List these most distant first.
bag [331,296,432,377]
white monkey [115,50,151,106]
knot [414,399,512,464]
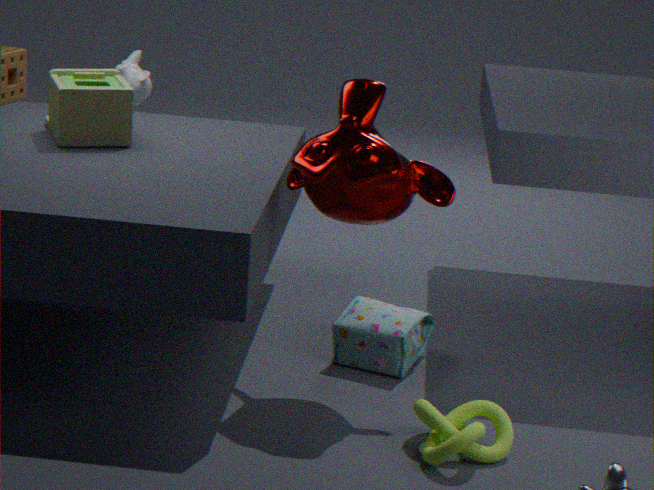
white monkey [115,50,151,106] → bag [331,296,432,377] → knot [414,399,512,464]
